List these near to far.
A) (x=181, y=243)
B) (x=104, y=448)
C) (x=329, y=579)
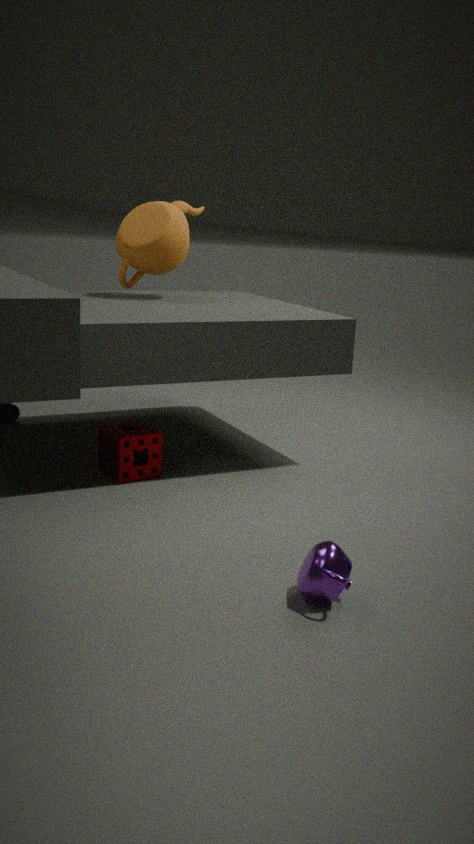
(x=329, y=579)
(x=104, y=448)
(x=181, y=243)
